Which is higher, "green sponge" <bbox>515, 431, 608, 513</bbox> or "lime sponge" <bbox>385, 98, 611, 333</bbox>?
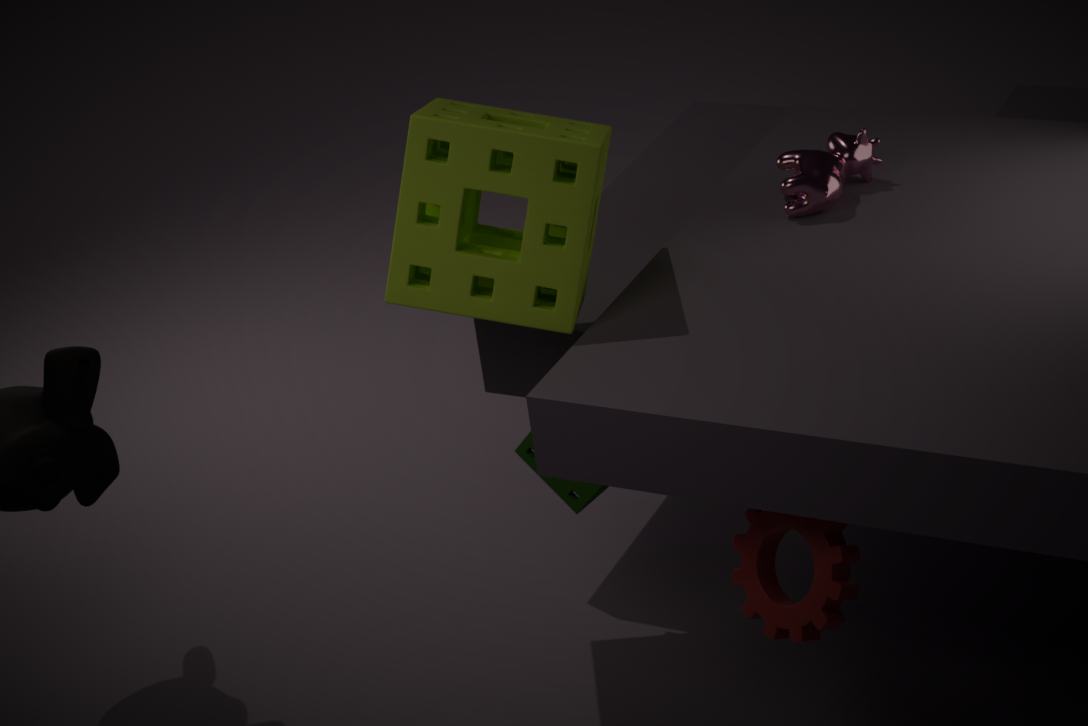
"lime sponge" <bbox>385, 98, 611, 333</bbox>
